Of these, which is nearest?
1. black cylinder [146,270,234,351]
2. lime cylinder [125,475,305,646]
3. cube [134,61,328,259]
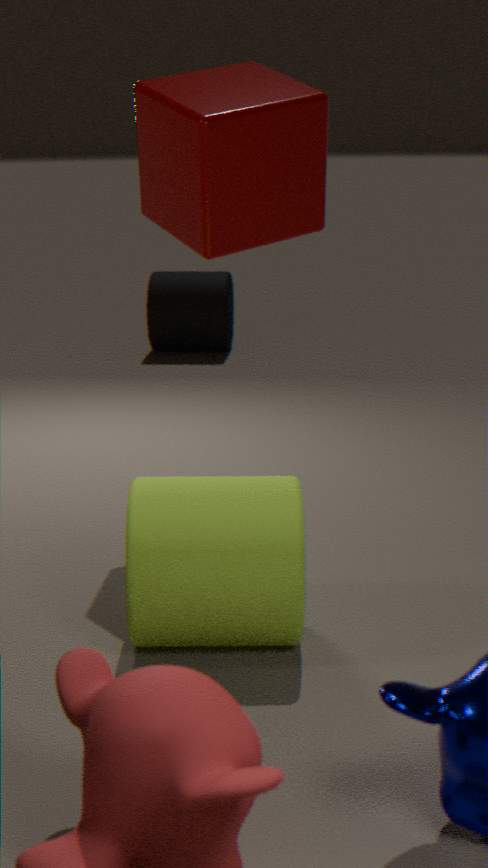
lime cylinder [125,475,305,646]
